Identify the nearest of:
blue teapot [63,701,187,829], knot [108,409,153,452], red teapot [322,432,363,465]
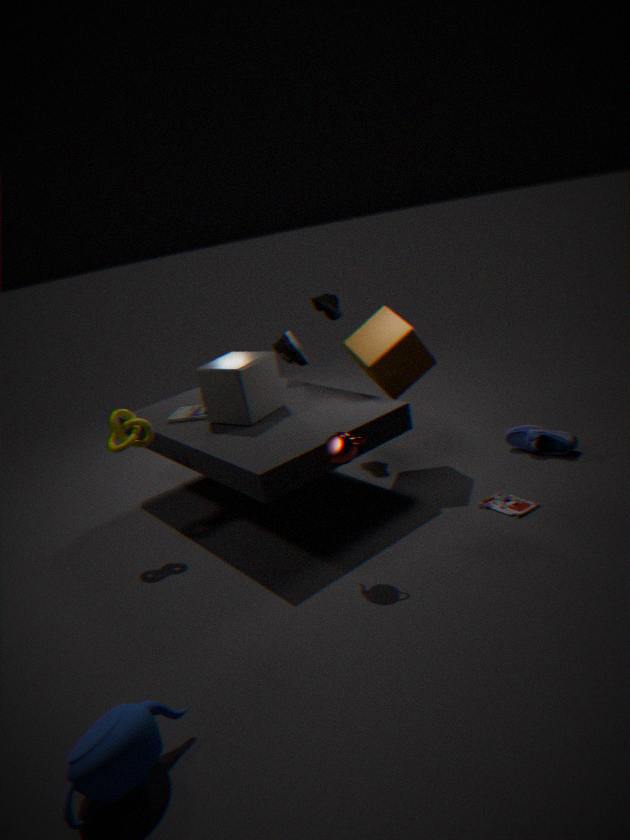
blue teapot [63,701,187,829]
